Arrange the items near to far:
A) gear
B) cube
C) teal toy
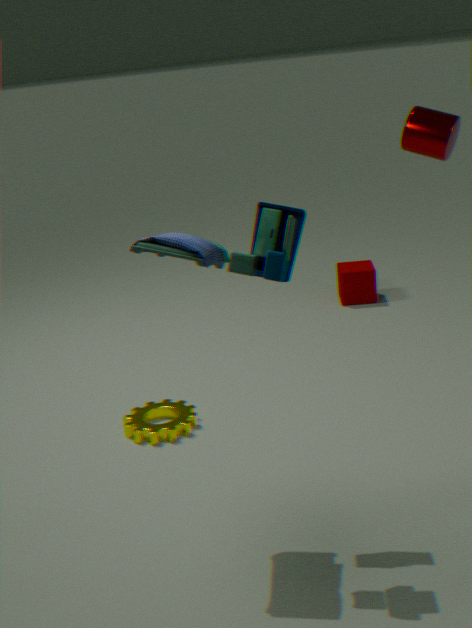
teal toy
gear
cube
